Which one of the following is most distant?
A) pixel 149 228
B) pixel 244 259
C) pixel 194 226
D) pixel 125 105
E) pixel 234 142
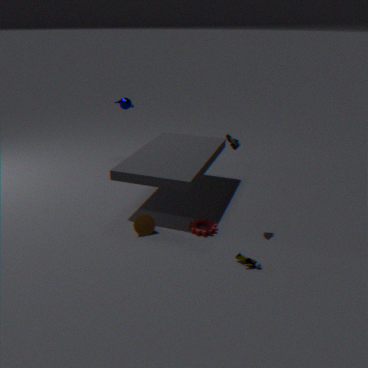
pixel 125 105
